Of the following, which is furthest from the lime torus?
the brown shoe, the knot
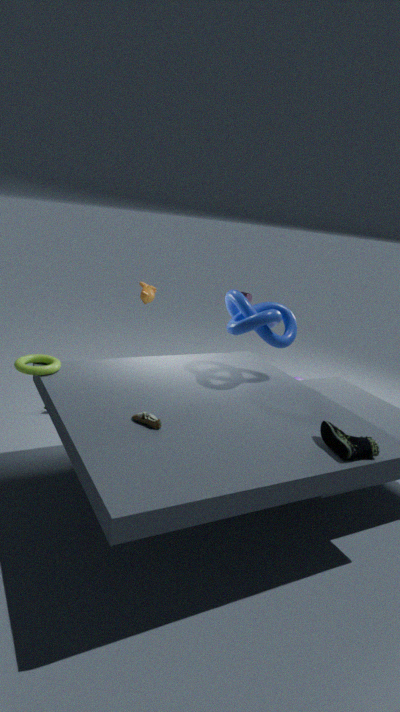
the knot
